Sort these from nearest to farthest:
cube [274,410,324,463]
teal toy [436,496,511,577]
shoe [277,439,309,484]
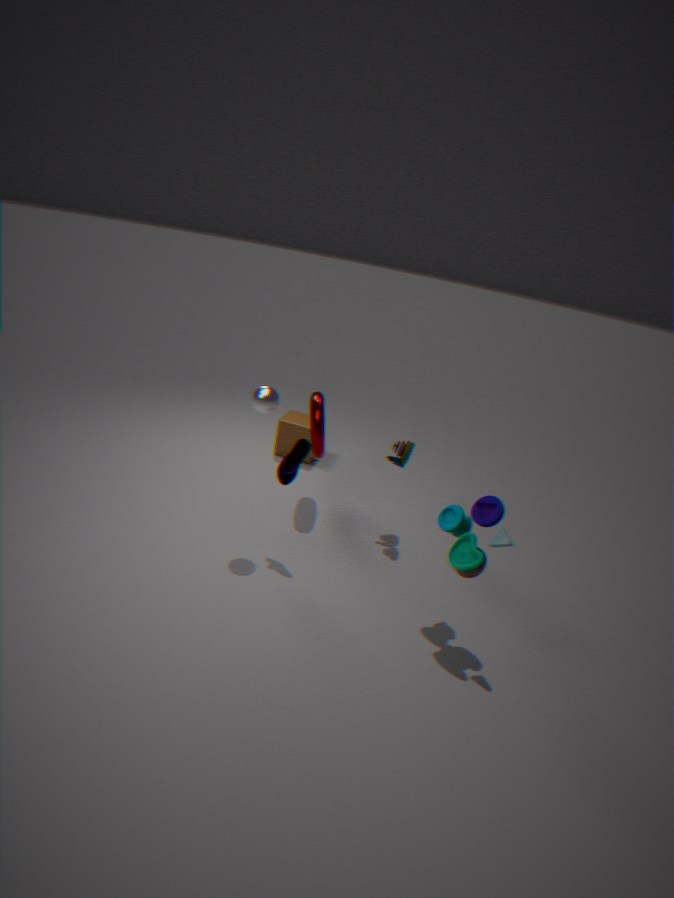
teal toy [436,496,511,577] → shoe [277,439,309,484] → cube [274,410,324,463]
